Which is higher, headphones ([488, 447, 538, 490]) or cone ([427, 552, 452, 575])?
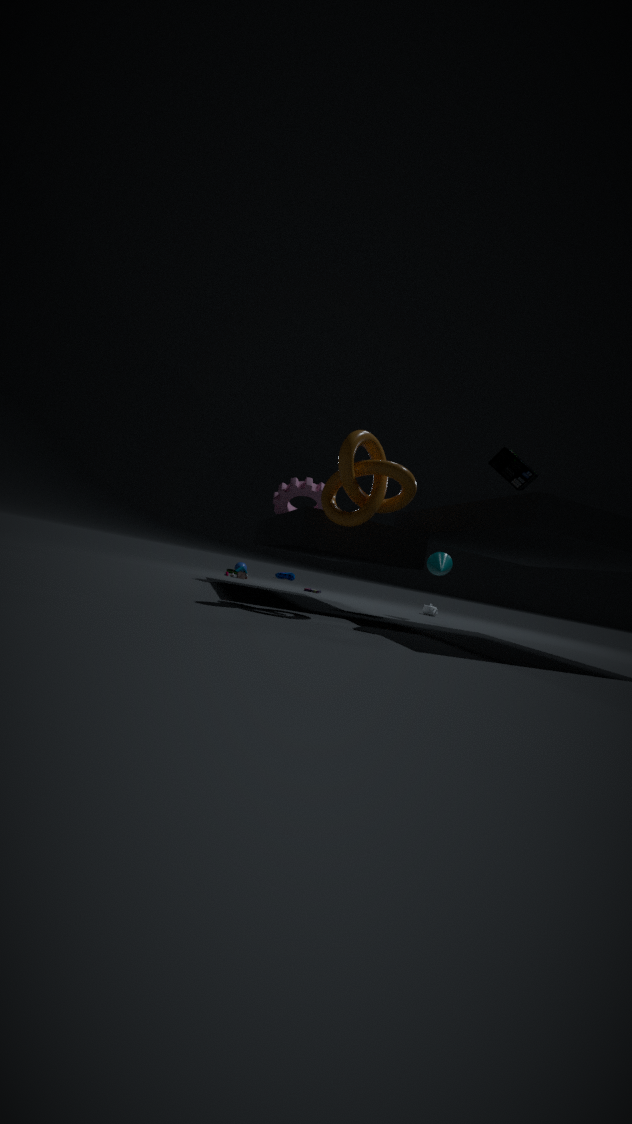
headphones ([488, 447, 538, 490])
